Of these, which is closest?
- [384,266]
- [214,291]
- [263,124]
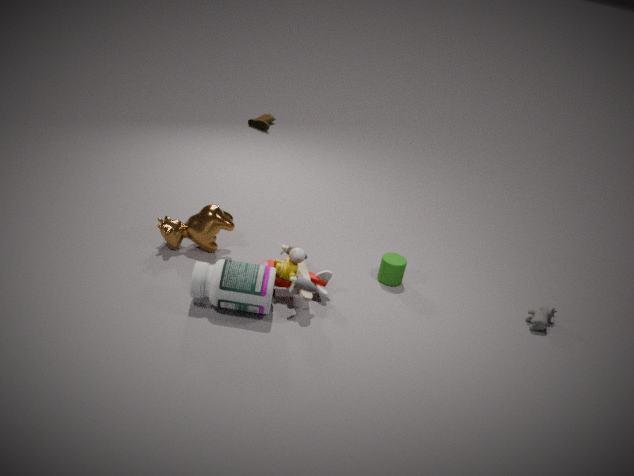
[214,291]
